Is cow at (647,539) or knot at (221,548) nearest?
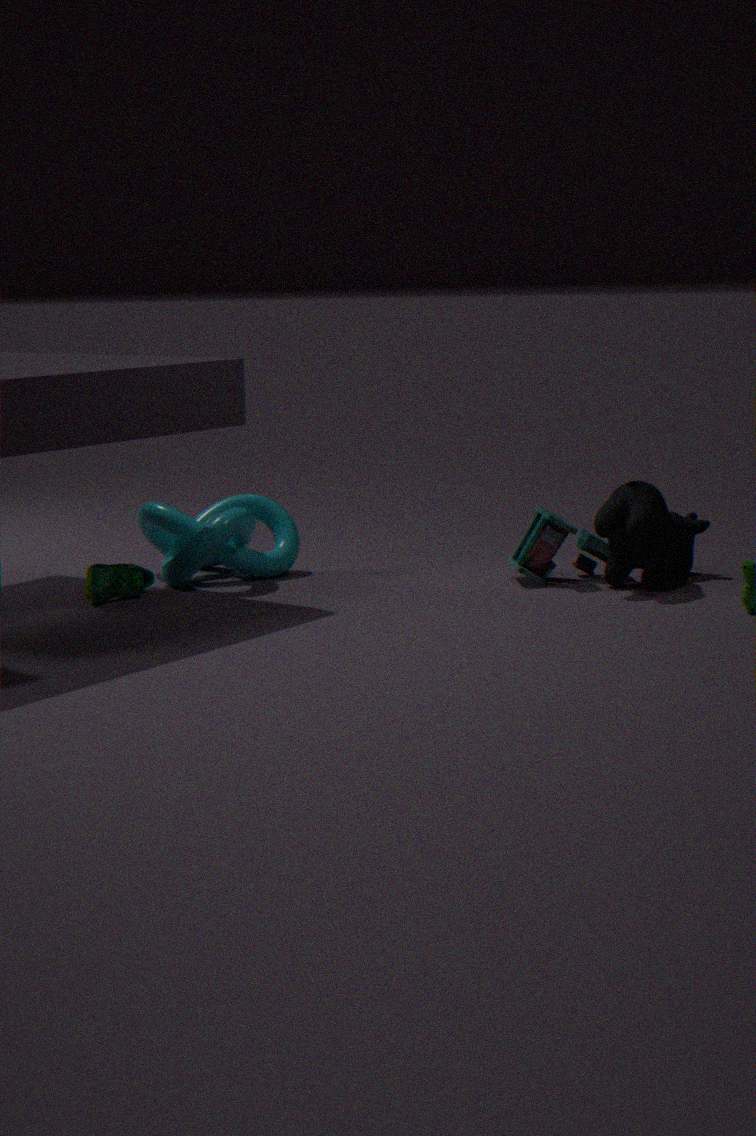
cow at (647,539)
